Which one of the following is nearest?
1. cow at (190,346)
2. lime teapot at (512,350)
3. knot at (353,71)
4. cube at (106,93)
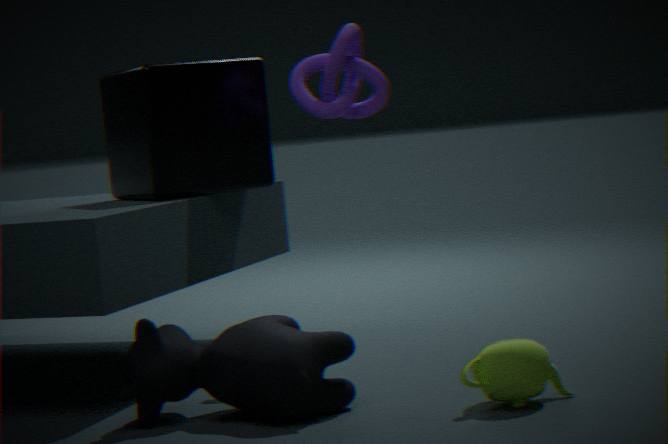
lime teapot at (512,350)
